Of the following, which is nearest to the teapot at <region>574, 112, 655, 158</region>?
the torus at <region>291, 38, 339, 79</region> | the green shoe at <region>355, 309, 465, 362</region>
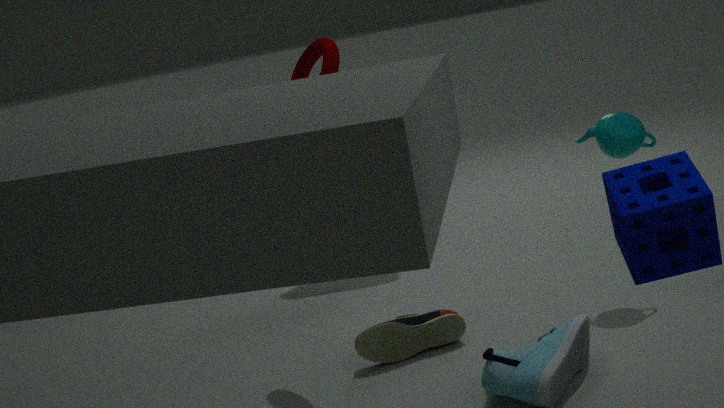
the green shoe at <region>355, 309, 465, 362</region>
